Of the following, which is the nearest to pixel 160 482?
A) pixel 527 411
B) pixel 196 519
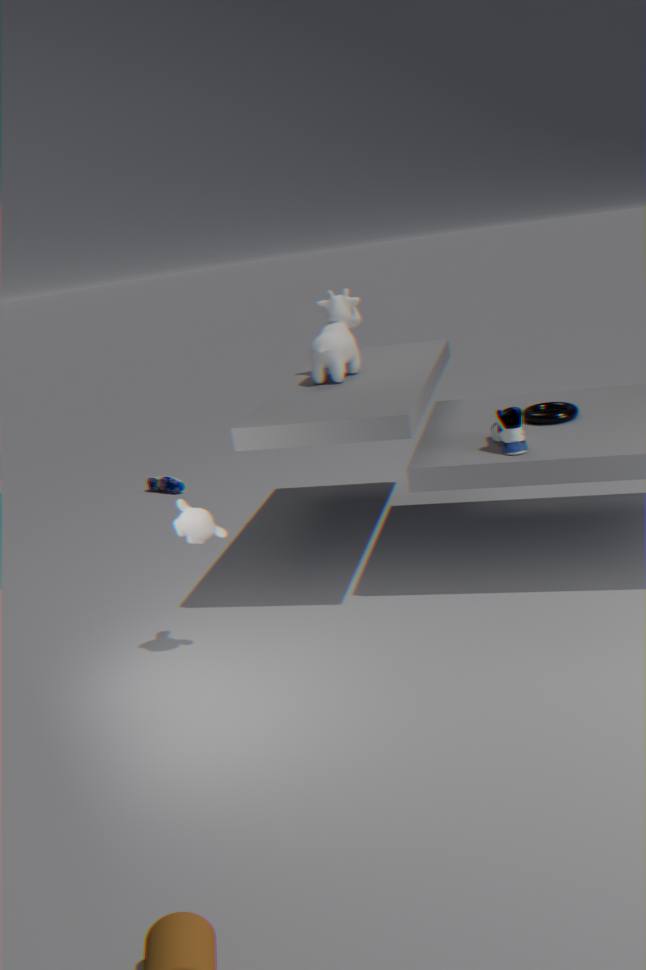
pixel 196 519
